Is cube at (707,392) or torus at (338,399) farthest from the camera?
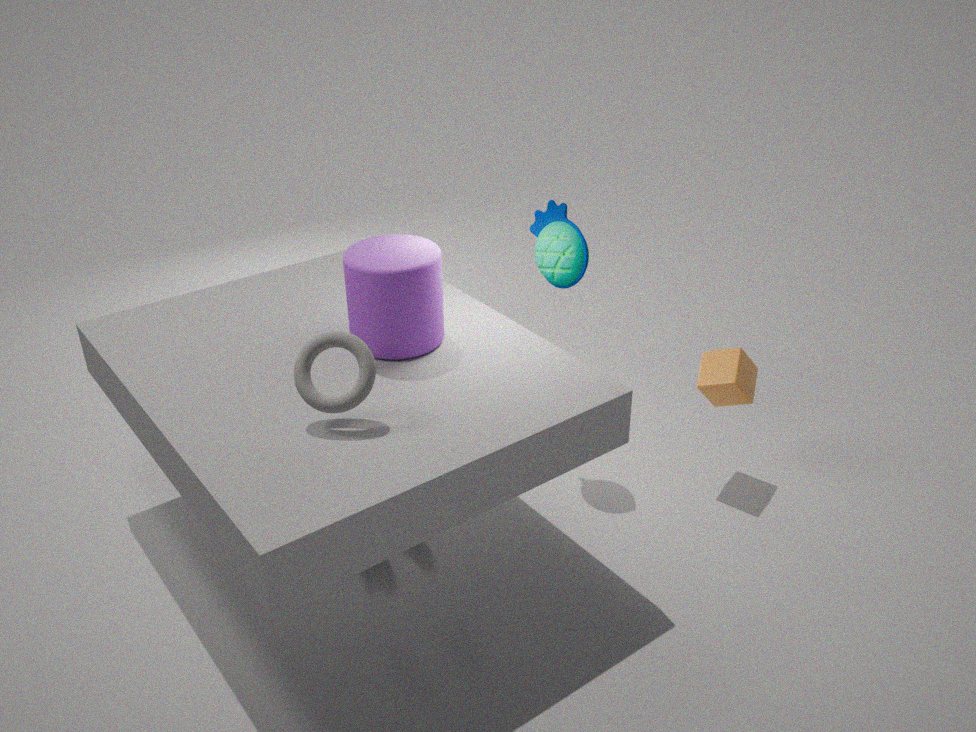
cube at (707,392)
